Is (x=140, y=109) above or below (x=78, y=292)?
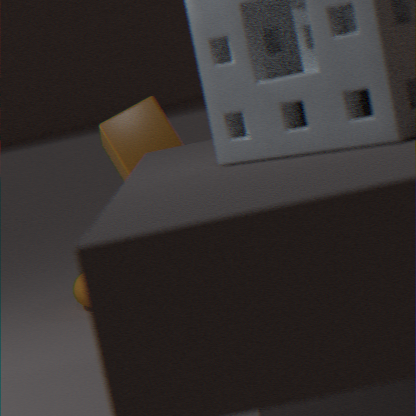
above
